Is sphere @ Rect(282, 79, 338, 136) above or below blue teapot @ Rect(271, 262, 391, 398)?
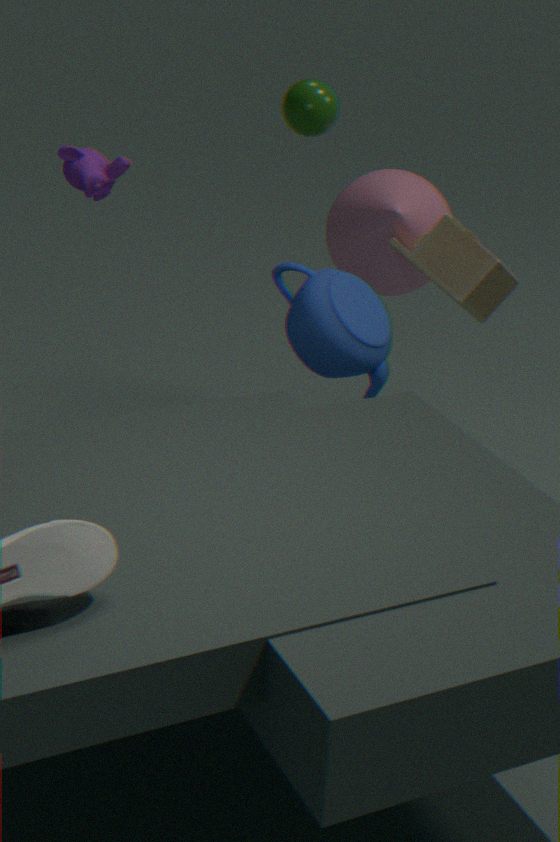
above
